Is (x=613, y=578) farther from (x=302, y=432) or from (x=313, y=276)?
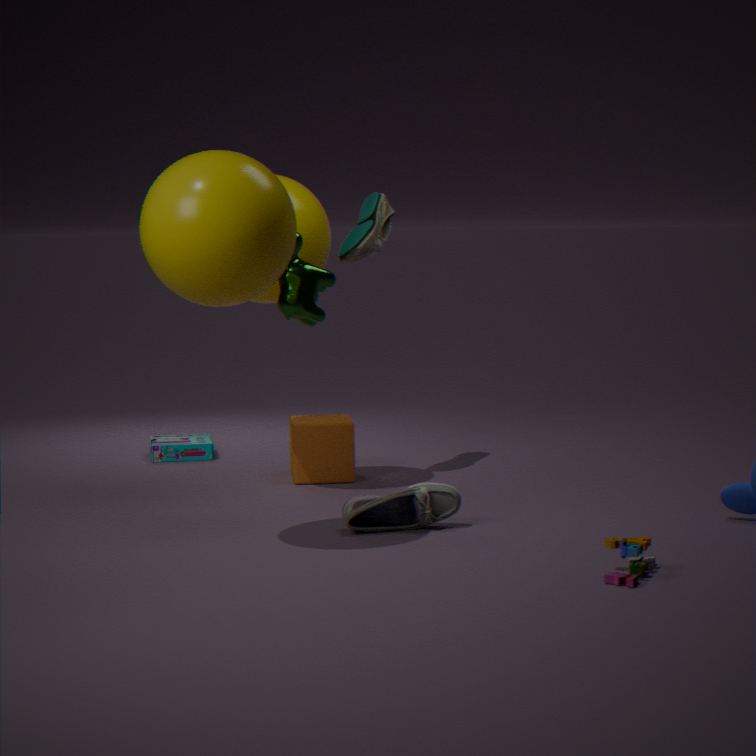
(x=302, y=432)
